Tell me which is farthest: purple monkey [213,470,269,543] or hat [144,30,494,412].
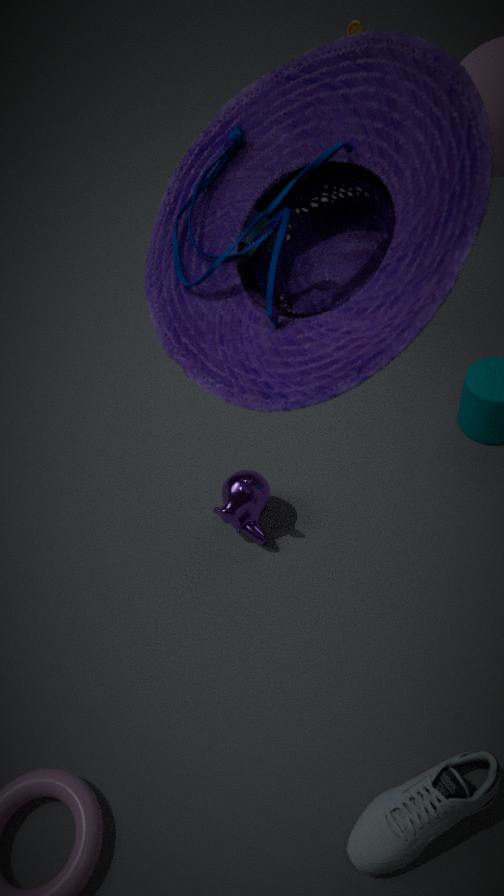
purple monkey [213,470,269,543]
